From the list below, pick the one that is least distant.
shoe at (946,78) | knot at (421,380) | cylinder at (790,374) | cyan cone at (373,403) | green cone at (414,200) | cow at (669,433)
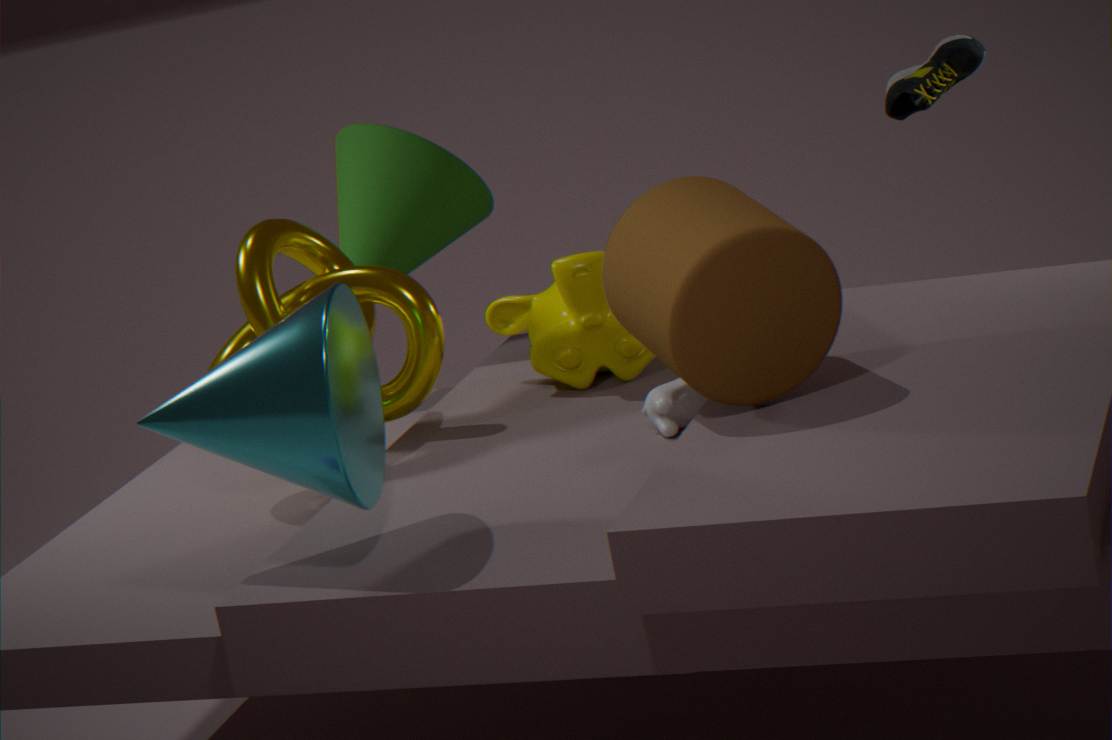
cyan cone at (373,403)
